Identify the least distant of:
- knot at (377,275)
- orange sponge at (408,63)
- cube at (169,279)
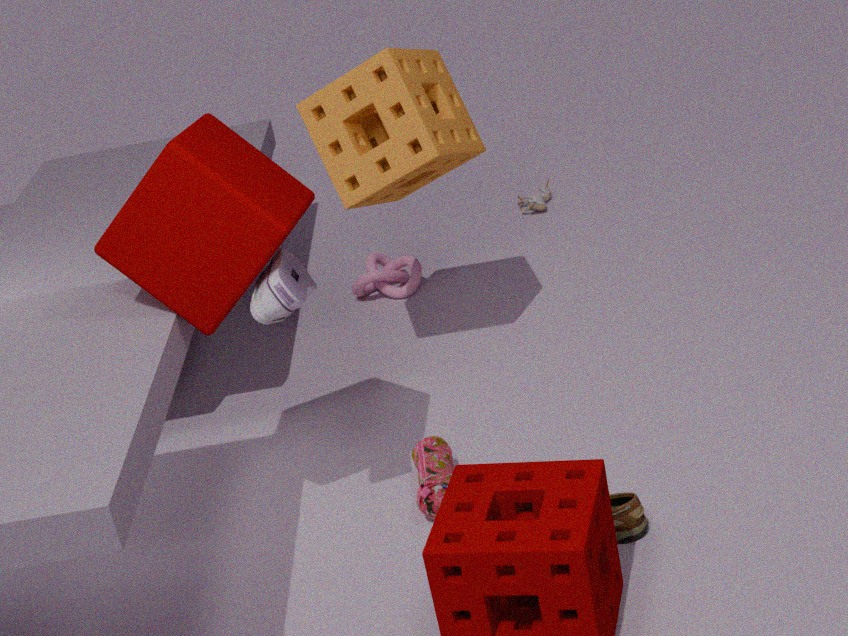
cube at (169,279)
